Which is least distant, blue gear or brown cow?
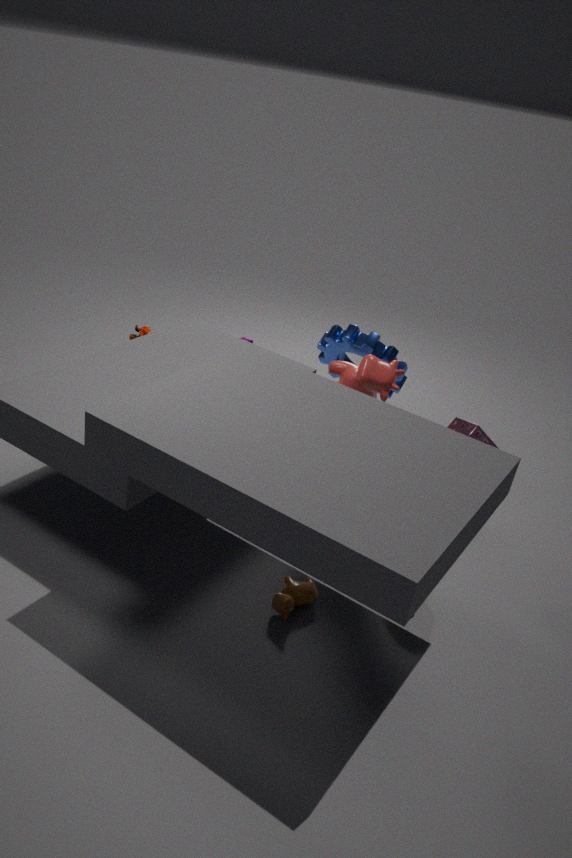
brown cow
